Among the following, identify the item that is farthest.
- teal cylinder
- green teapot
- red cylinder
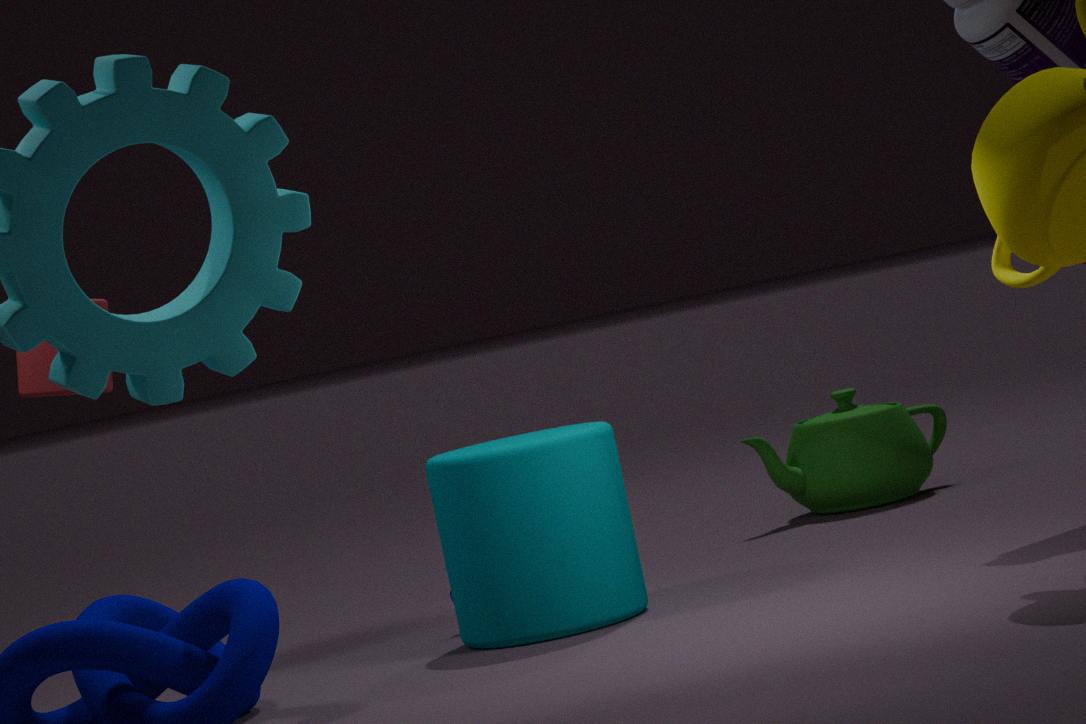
green teapot
